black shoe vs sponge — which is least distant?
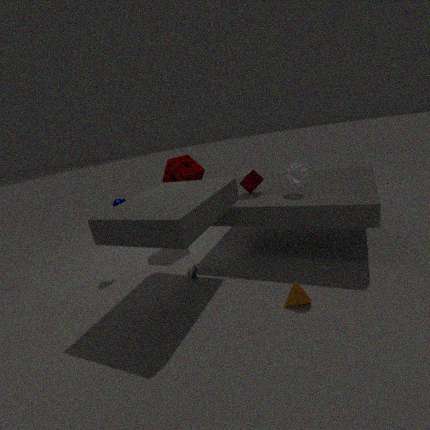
black shoe
